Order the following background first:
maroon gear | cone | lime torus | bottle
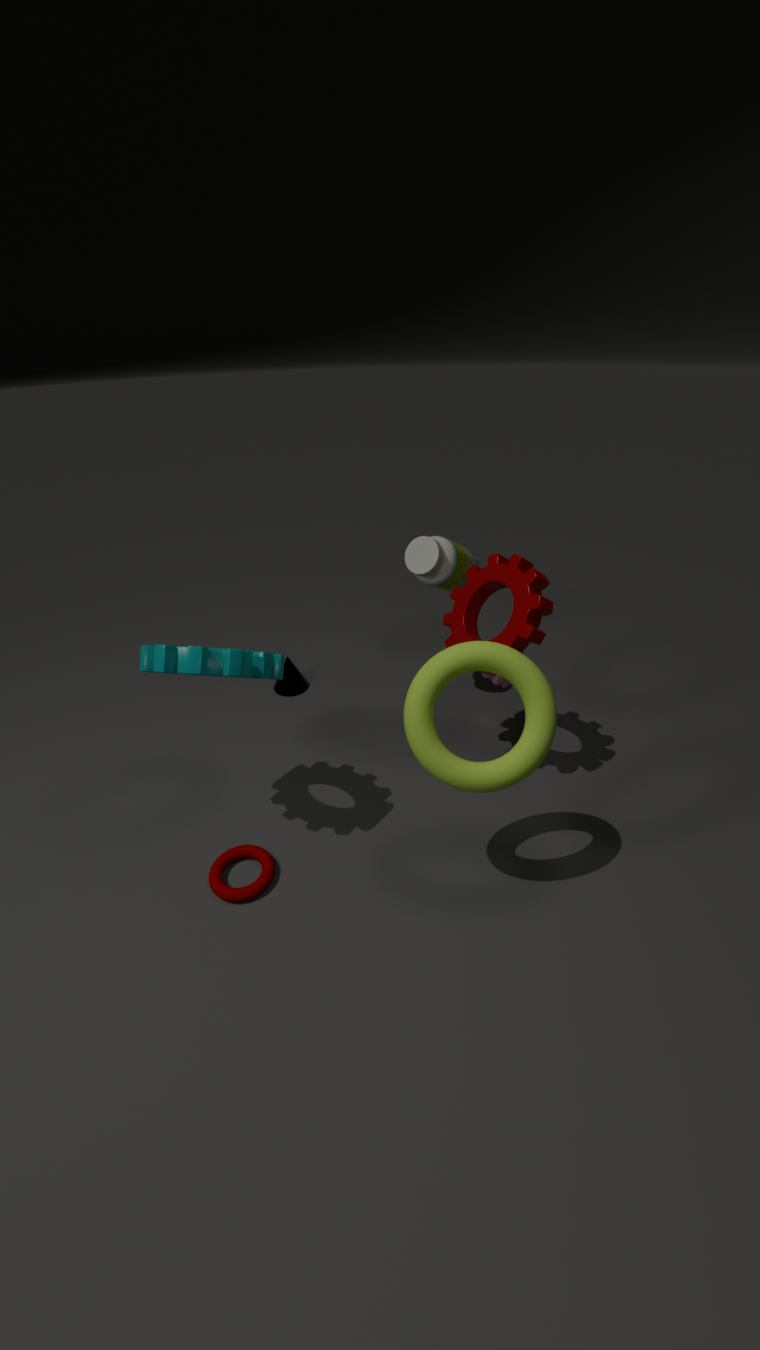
cone
bottle
maroon gear
lime torus
